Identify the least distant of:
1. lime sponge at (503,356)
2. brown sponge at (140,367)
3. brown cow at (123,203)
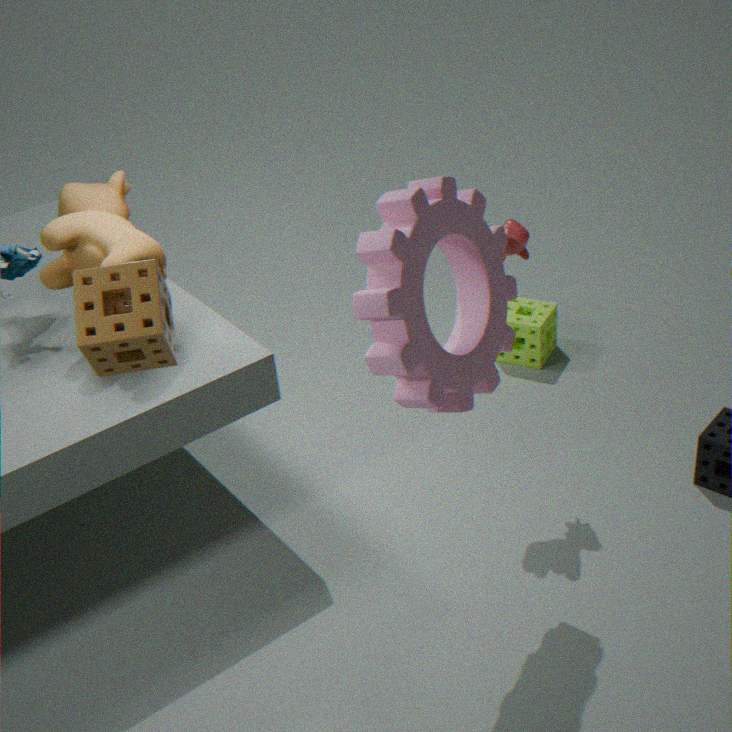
brown sponge at (140,367)
